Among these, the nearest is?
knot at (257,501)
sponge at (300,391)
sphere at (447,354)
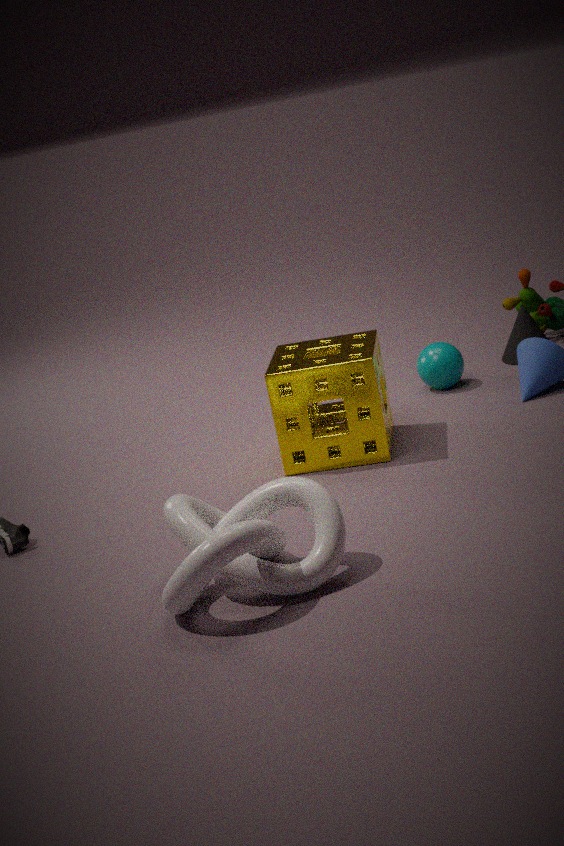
knot at (257,501)
